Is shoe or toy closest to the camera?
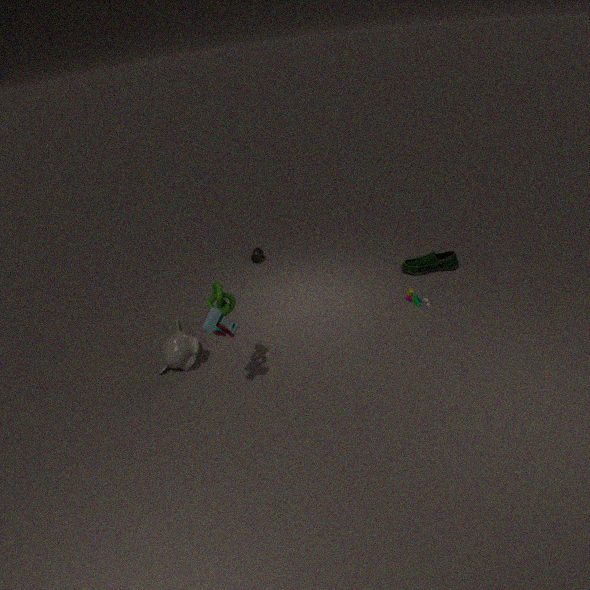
toy
